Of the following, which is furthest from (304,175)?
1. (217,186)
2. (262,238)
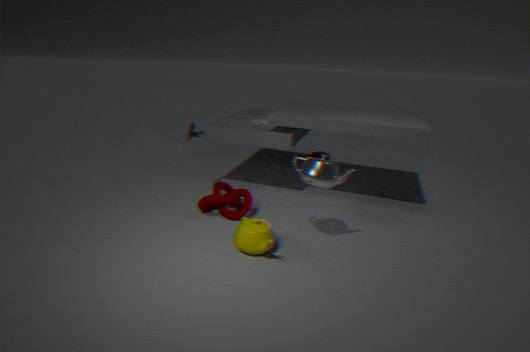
(217,186)
